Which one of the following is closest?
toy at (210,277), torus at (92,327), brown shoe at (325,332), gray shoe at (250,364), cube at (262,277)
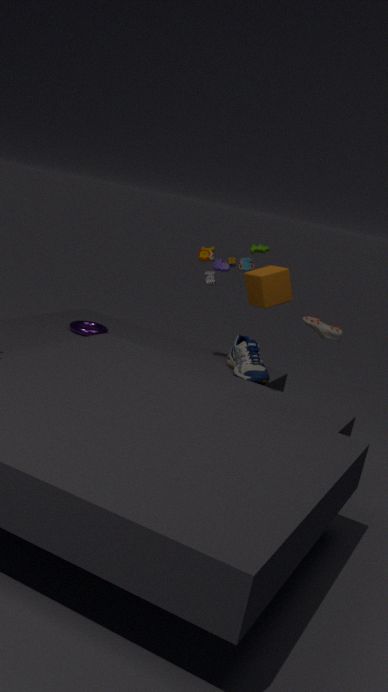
cube at (262,277)
